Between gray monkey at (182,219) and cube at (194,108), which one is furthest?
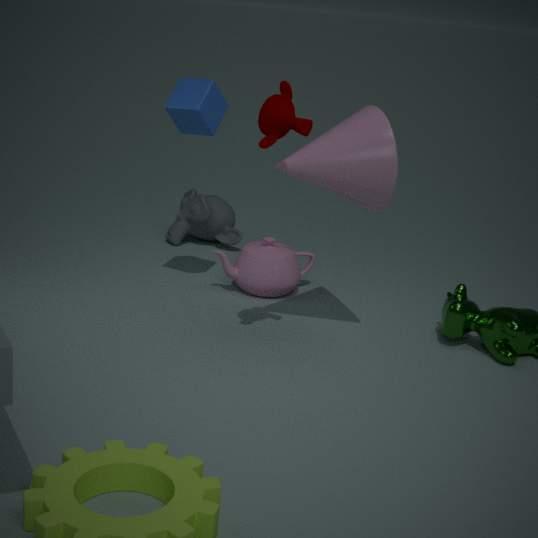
gray monkey at (182,219)
